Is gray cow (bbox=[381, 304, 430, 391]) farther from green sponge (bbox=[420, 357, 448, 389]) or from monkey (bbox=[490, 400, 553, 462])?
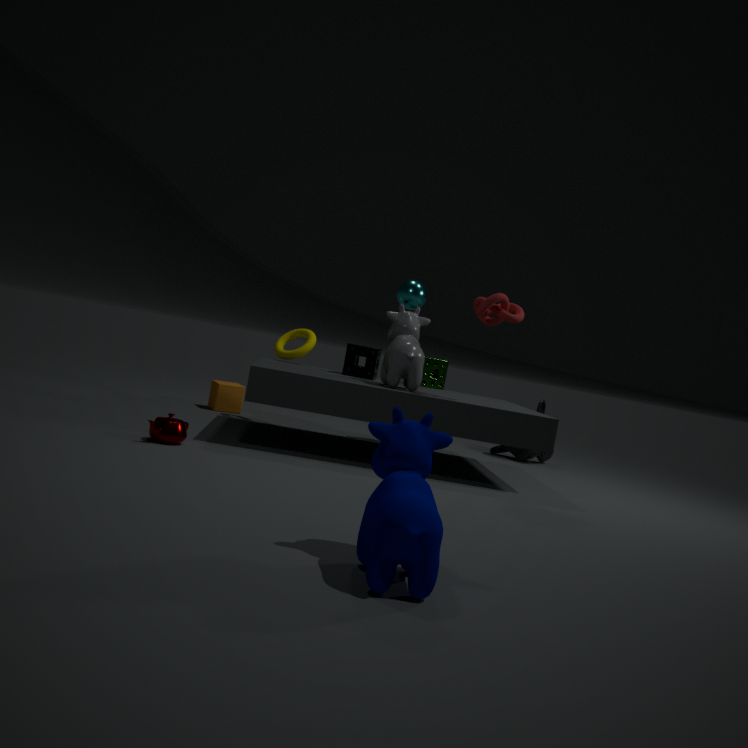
monkey (bbox=[490, 400, 553, 462])
